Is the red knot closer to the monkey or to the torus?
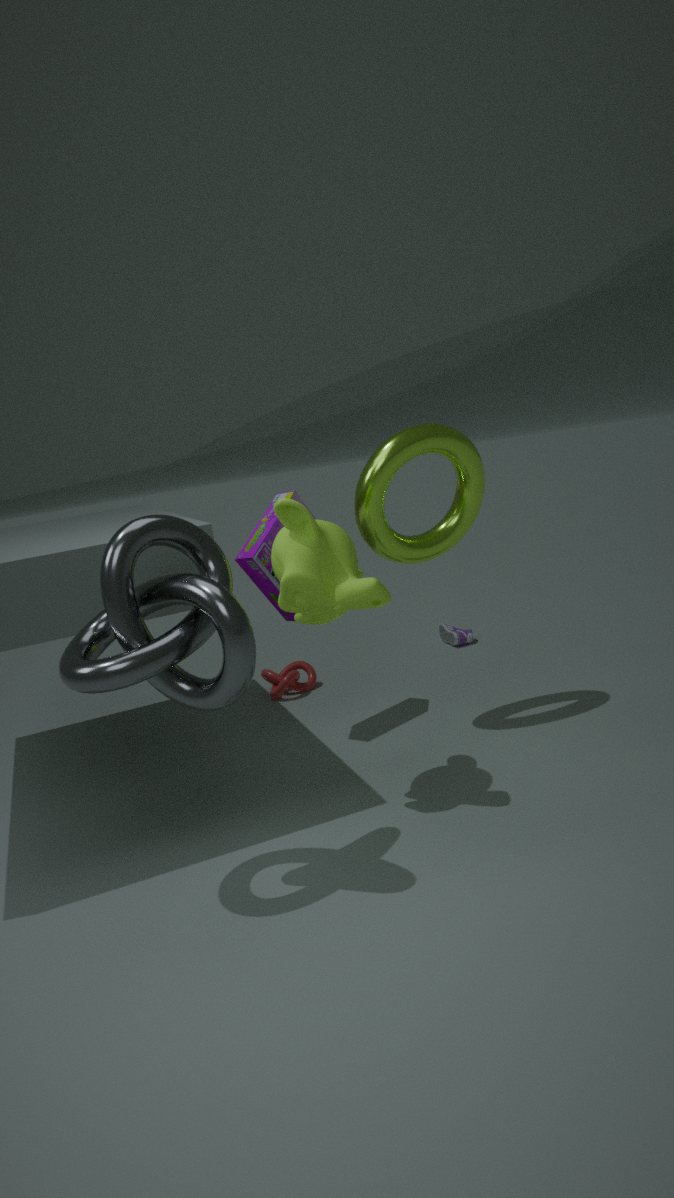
the torus
